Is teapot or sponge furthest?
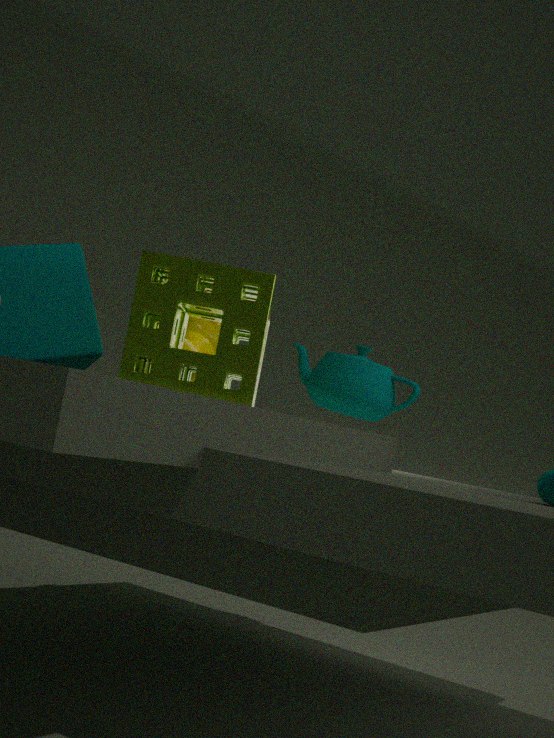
teapot
